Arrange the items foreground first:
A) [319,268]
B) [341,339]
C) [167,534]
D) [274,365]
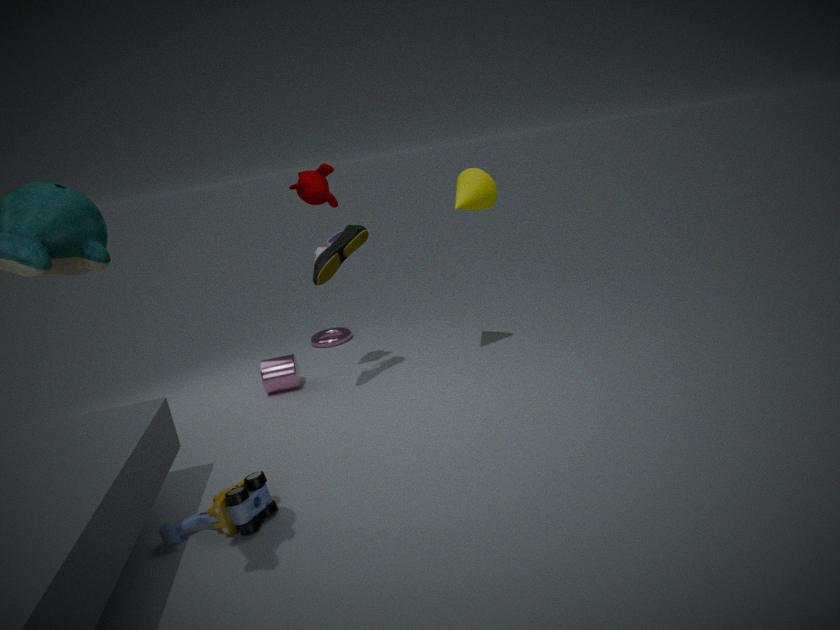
[167,534] → [319,268] → [274,365] → [341,339]
